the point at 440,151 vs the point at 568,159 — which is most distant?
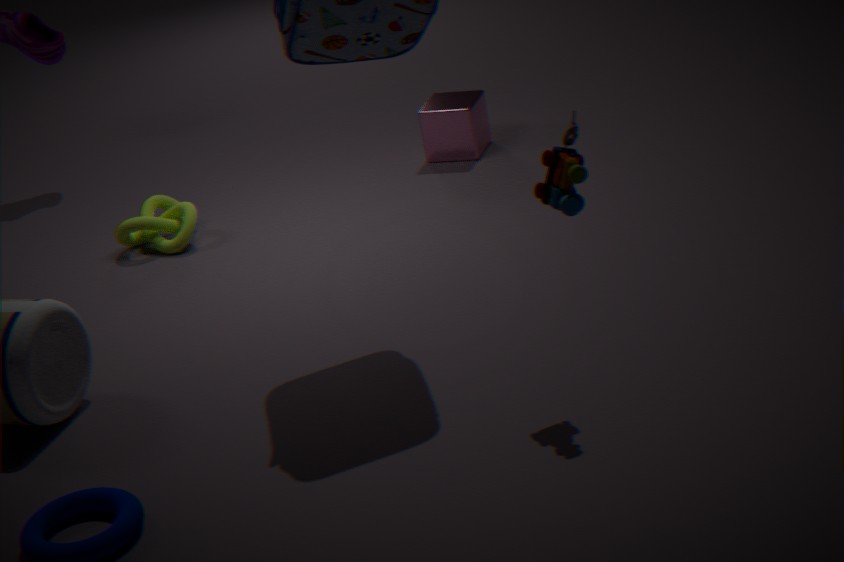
the point at 440,151
